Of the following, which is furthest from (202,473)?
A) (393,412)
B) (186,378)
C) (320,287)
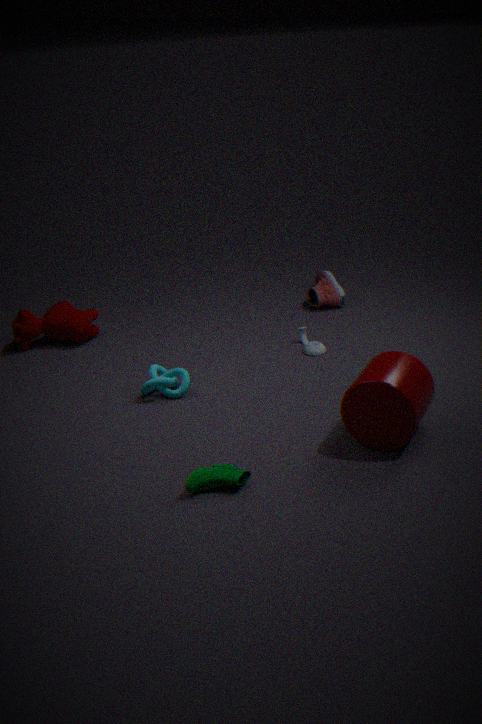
(320,287)
